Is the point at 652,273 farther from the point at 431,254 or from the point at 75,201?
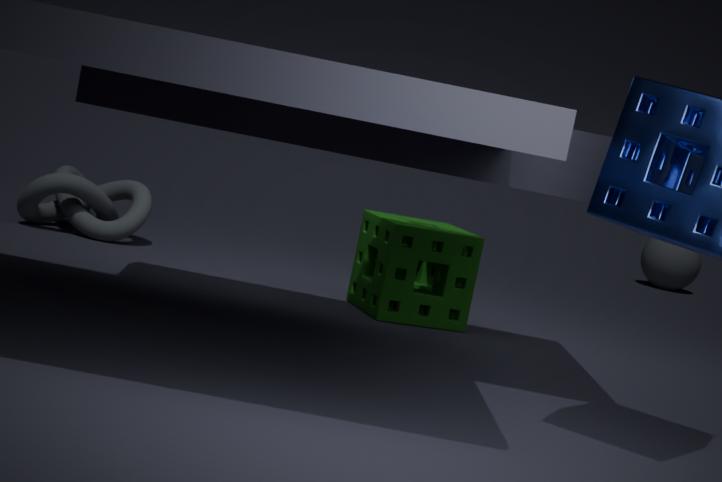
the point at 75,201
